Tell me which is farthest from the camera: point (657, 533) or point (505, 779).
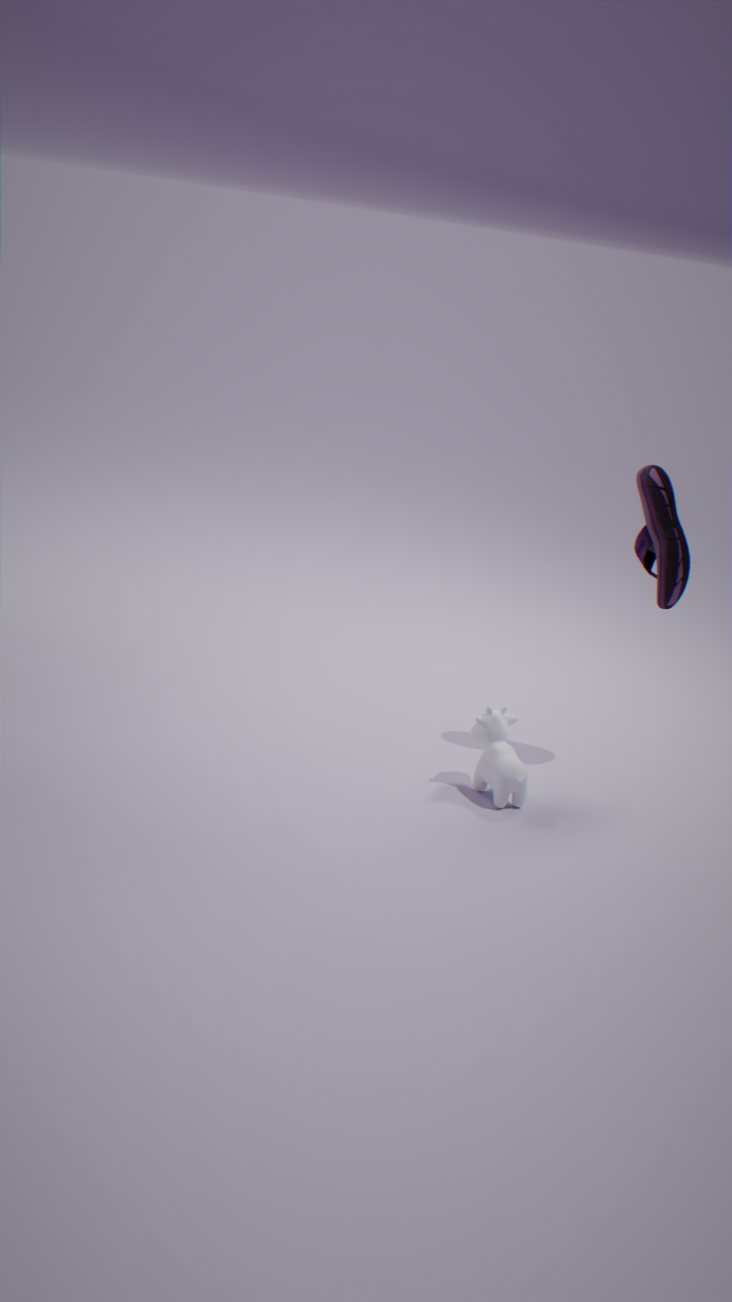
point (657, 533)
